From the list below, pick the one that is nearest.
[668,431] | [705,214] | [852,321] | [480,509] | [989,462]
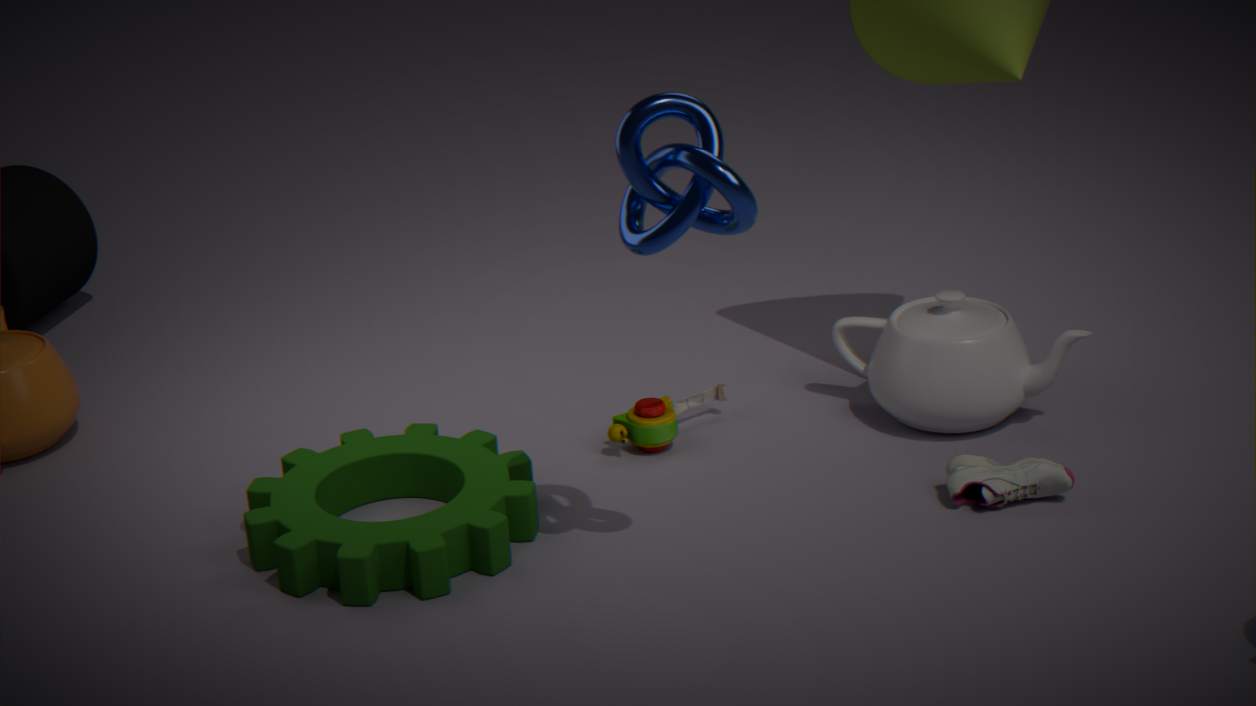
[705,214]
